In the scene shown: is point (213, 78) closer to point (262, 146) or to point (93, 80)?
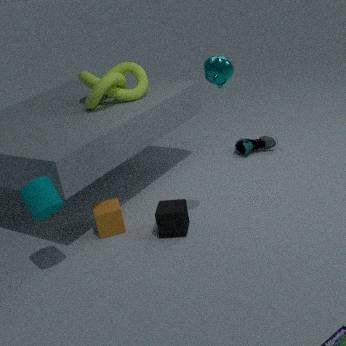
point (93, 80)
